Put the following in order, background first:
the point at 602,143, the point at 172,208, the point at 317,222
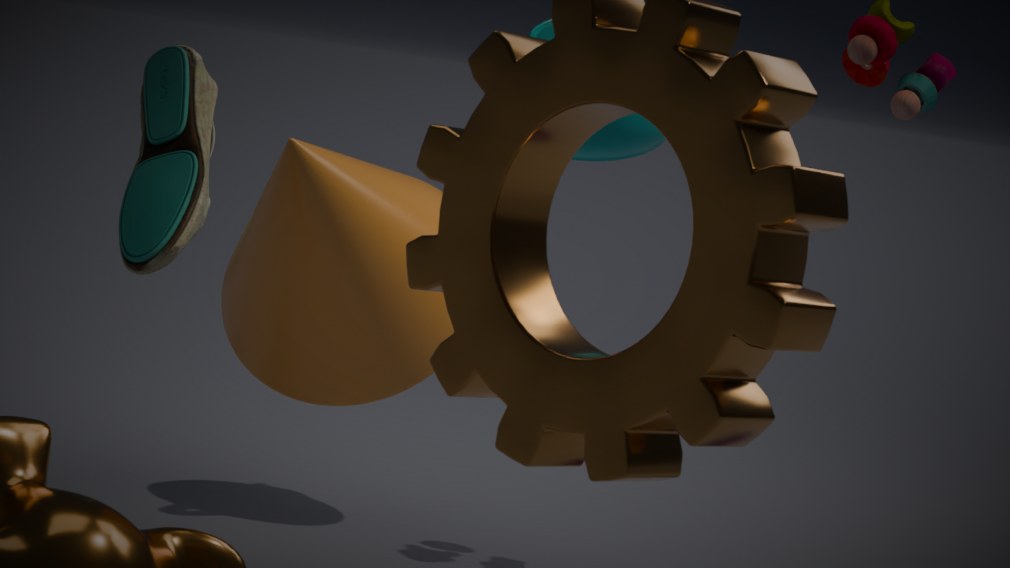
1. the point at 602,143
2. the point at 172,208
3. the point at 317,222
